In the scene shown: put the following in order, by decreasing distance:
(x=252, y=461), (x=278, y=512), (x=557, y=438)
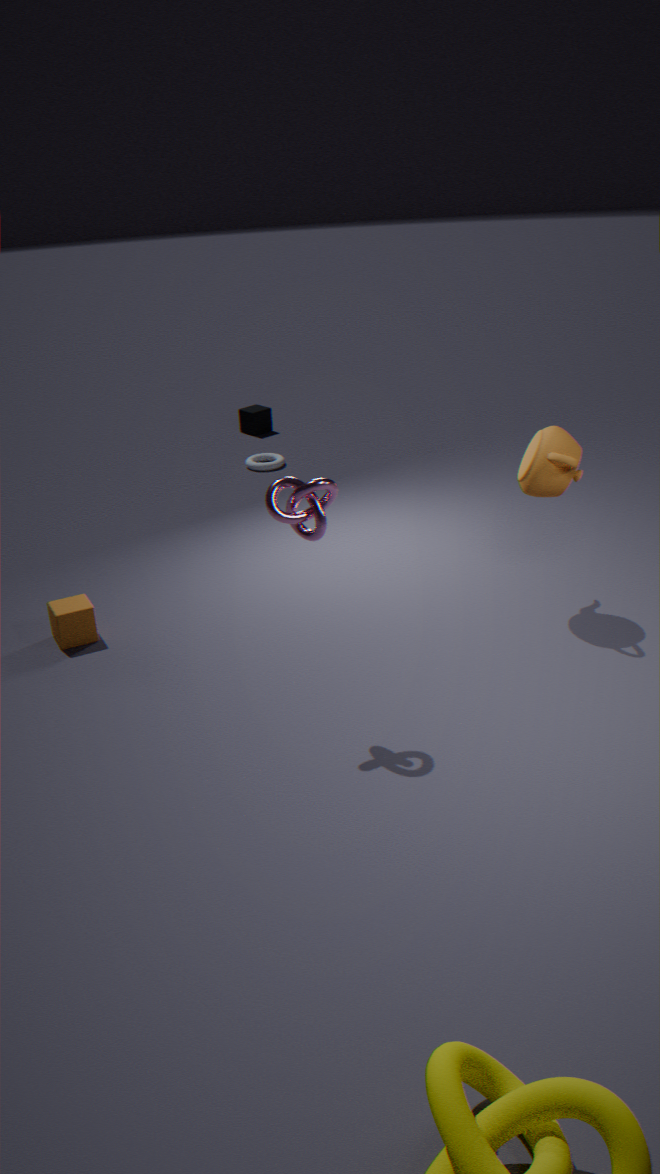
(x=252, y=461), (x=557, y=438), (x=278, y=512)
